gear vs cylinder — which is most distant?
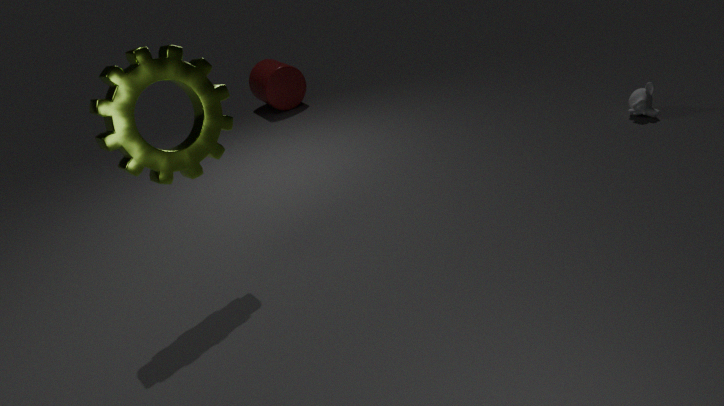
cylinder
